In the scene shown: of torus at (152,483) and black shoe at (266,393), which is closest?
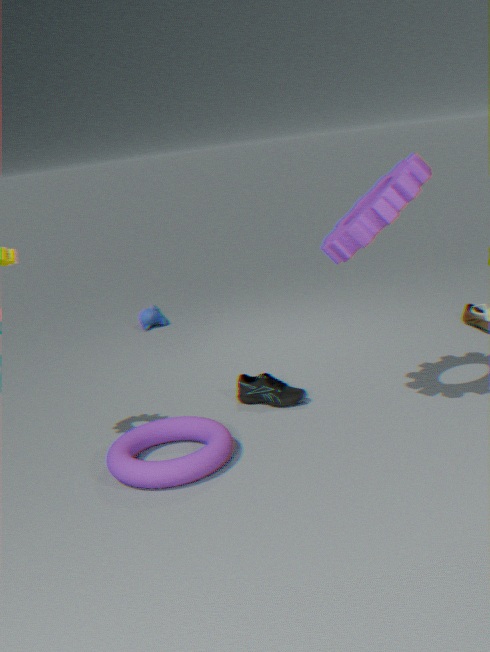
torus at (152,483)
